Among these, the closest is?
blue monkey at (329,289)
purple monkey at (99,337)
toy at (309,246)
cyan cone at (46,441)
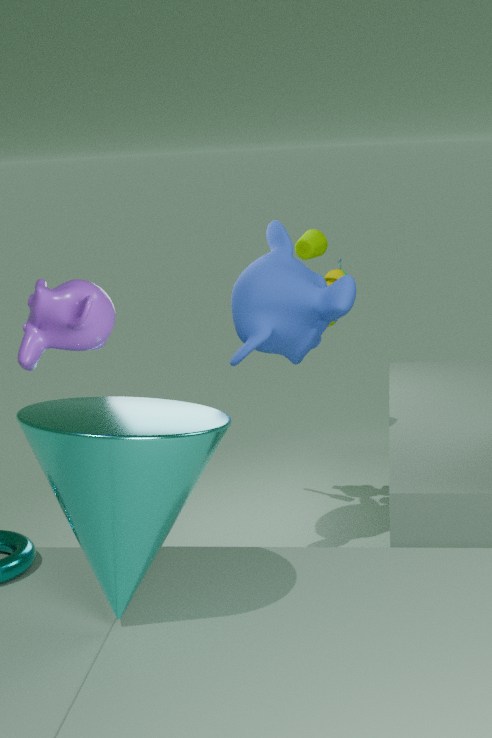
purple monkey at (99,337)
